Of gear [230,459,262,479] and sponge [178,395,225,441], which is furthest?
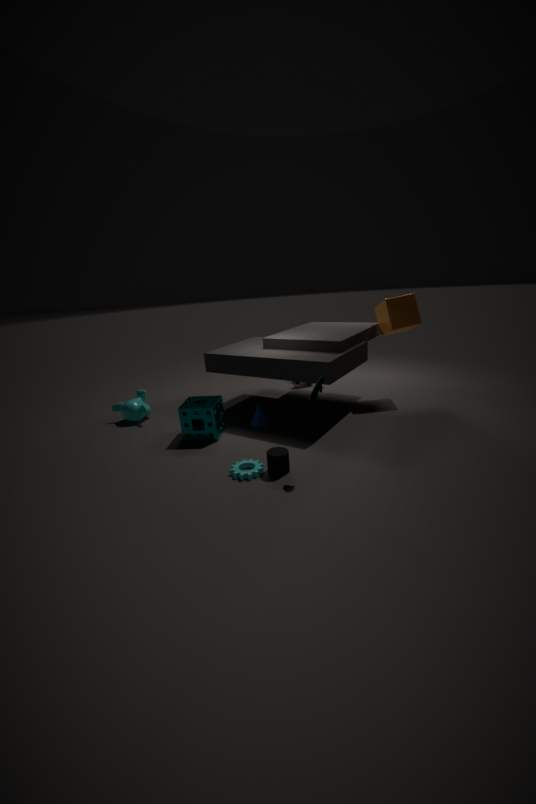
sponge [178,395,225,441]
